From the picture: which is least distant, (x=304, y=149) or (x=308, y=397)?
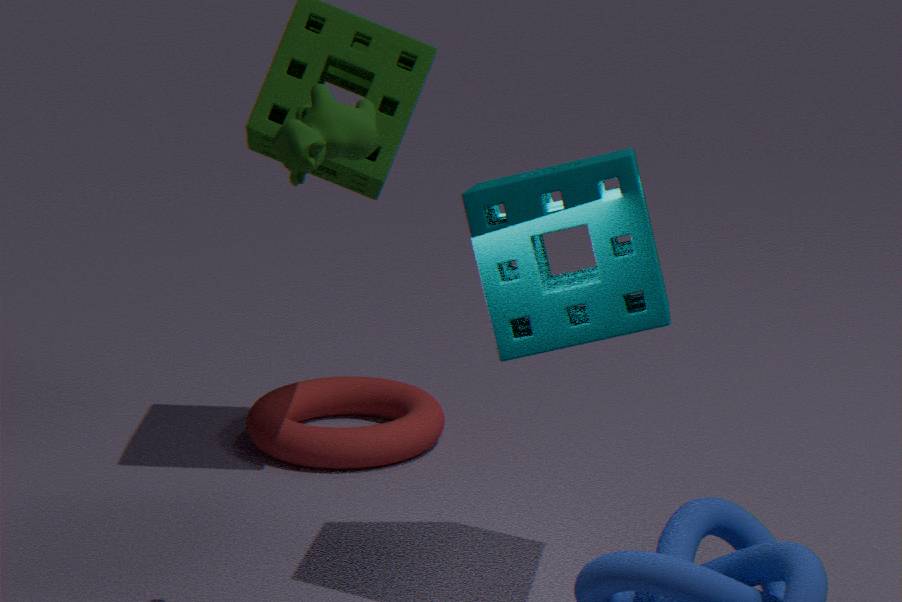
(x=304, y=149)
